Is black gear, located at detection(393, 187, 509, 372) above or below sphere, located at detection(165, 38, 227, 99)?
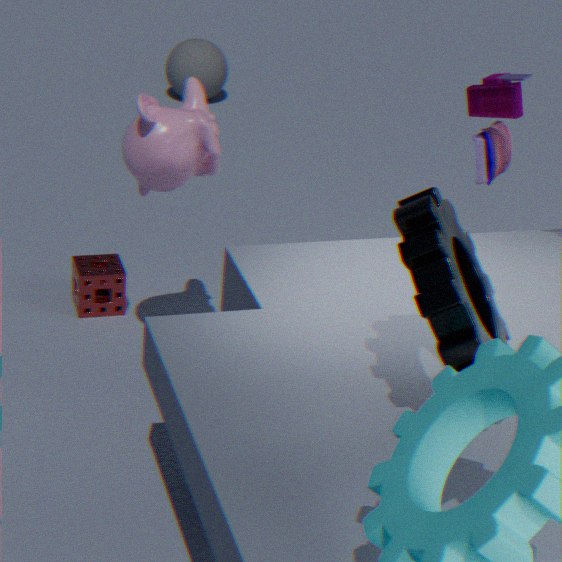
above
